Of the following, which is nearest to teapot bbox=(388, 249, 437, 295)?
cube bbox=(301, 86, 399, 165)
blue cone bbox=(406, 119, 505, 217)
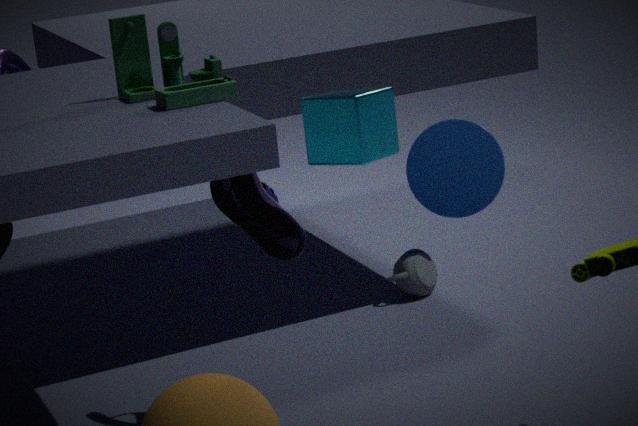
cube bbox=(301, 86, 399, 165)
